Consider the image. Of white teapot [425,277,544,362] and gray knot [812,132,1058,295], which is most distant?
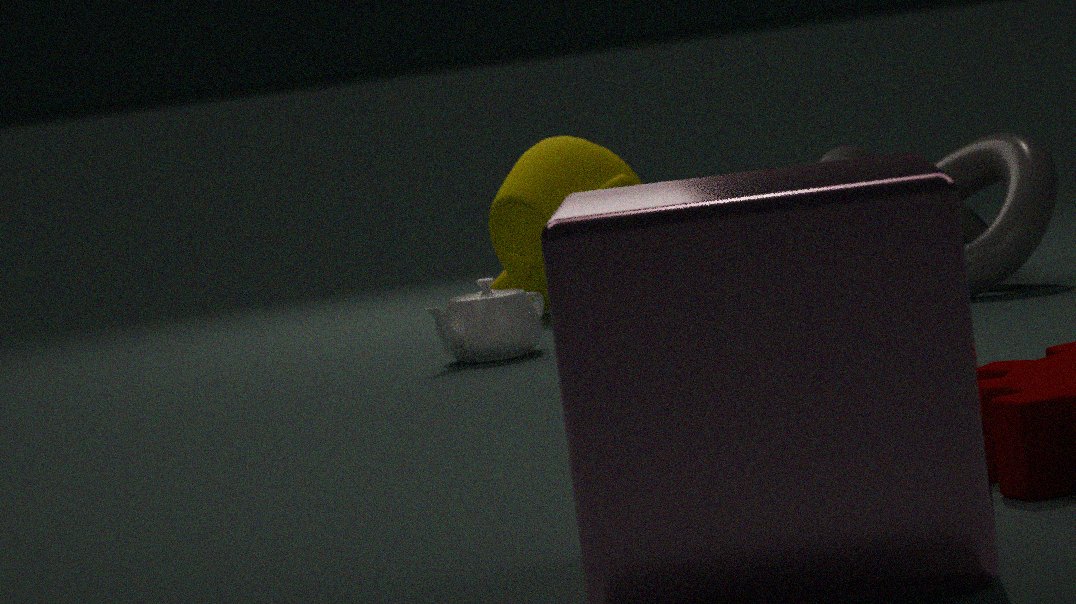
gray knot [812,132,1058,295]
